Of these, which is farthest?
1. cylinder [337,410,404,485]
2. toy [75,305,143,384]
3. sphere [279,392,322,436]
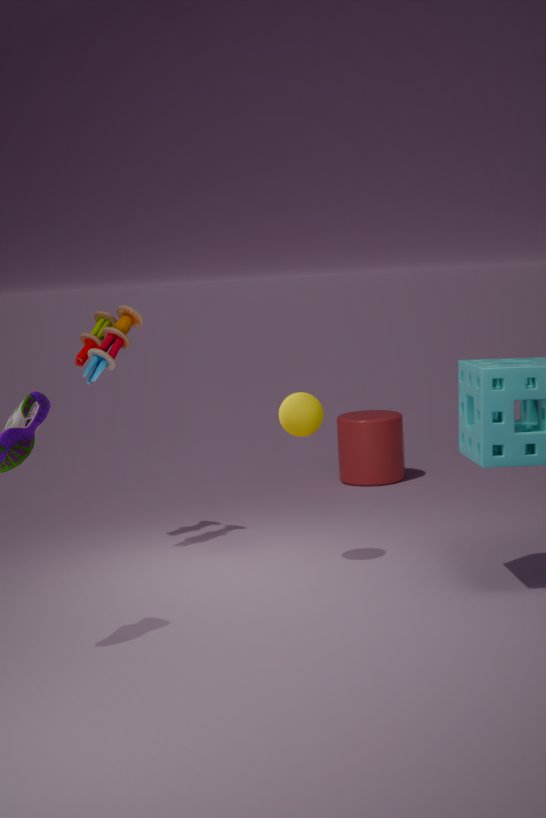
cylinder [337,410,404,485]
